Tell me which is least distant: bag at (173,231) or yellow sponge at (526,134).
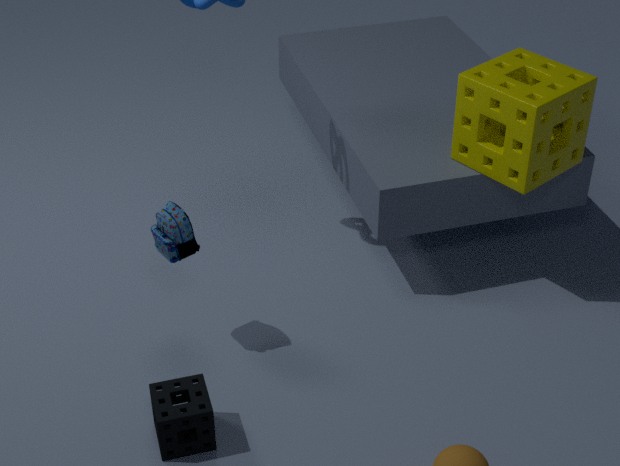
bag at (173,231)
